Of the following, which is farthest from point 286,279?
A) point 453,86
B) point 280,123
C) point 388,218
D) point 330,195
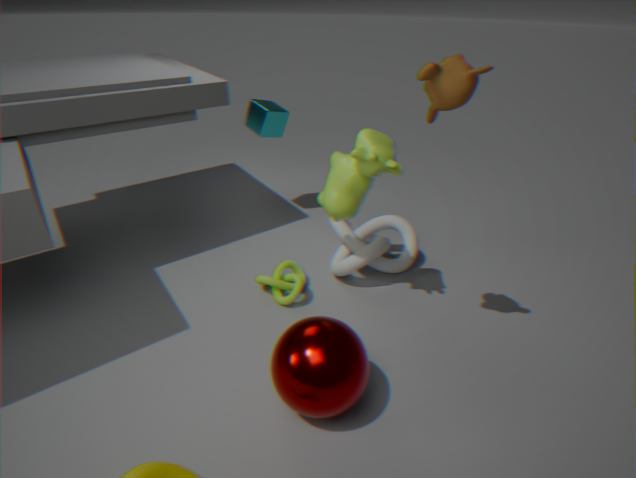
point 453,86
